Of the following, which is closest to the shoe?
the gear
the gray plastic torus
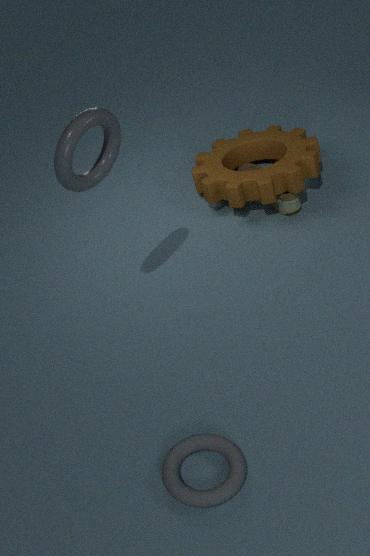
the gear
